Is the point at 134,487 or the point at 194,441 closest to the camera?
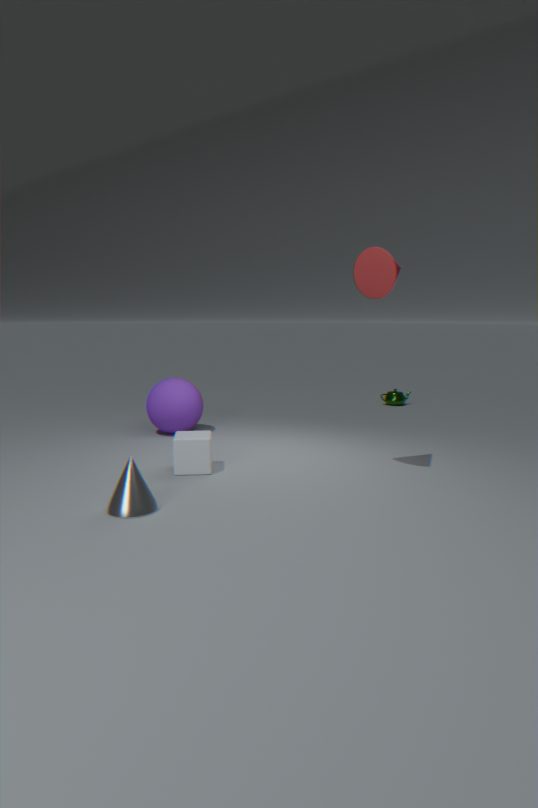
the point at 134,487
